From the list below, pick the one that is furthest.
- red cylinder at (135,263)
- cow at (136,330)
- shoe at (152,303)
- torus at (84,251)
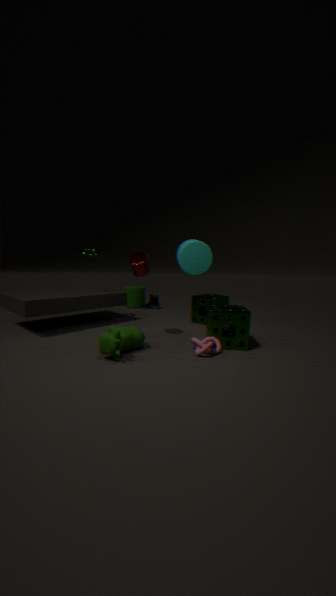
shoe at (152,303)
